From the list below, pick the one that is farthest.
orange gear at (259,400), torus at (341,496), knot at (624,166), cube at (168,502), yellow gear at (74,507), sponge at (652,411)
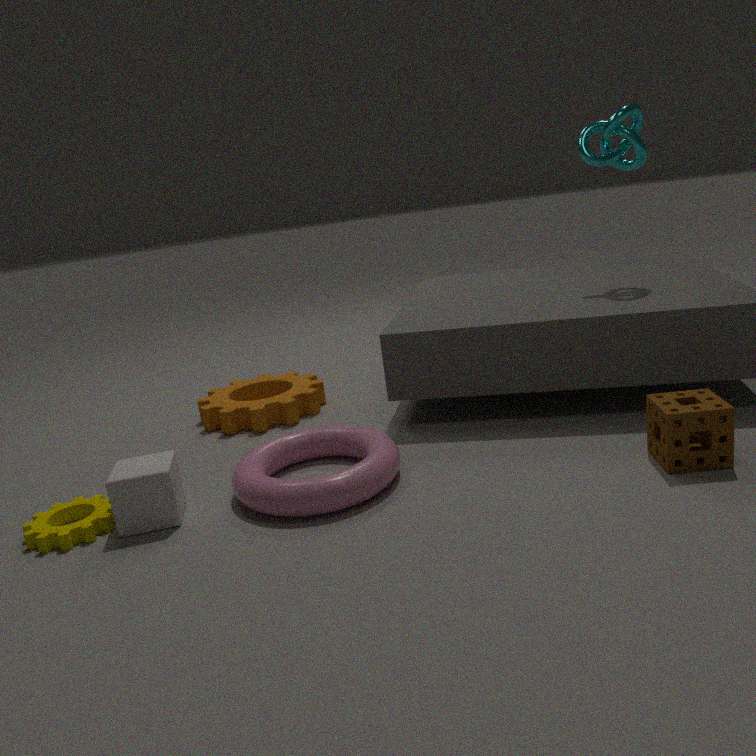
orange gear at (259,400)
